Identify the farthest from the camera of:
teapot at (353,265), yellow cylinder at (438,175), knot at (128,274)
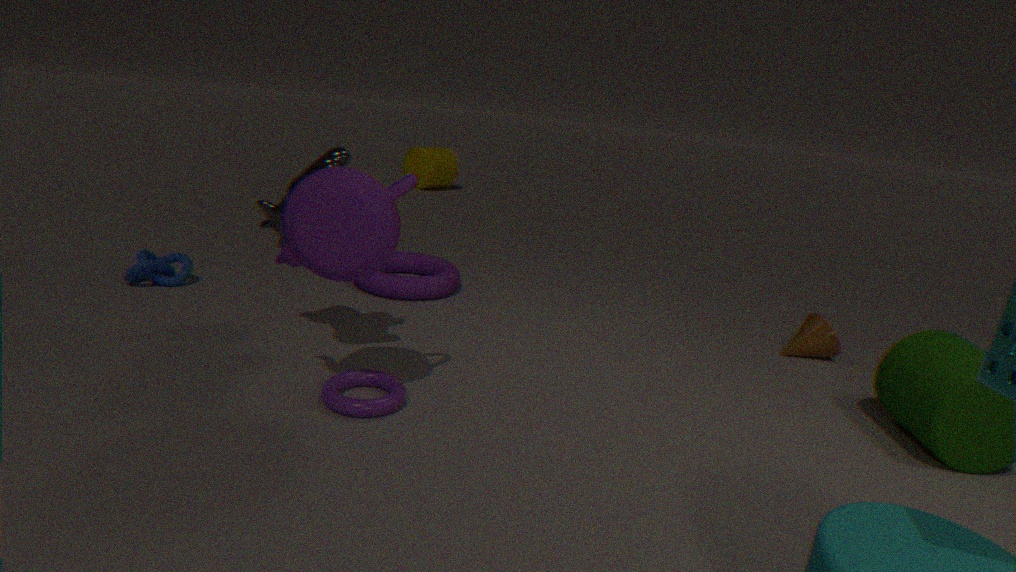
yellow cylinder at (438,175)
